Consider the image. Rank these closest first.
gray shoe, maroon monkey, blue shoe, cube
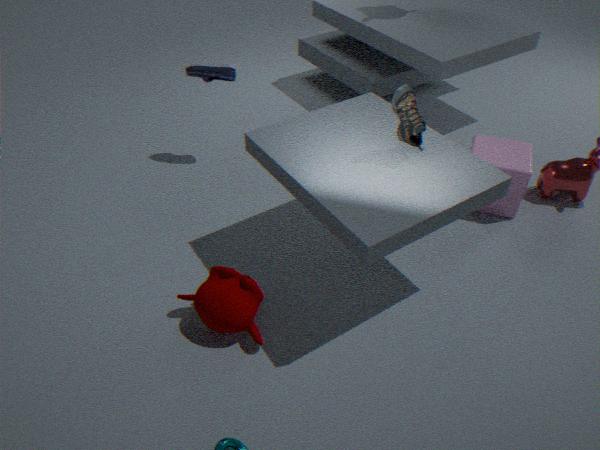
gray shoe
maroon monkey
cube
blue shoe
